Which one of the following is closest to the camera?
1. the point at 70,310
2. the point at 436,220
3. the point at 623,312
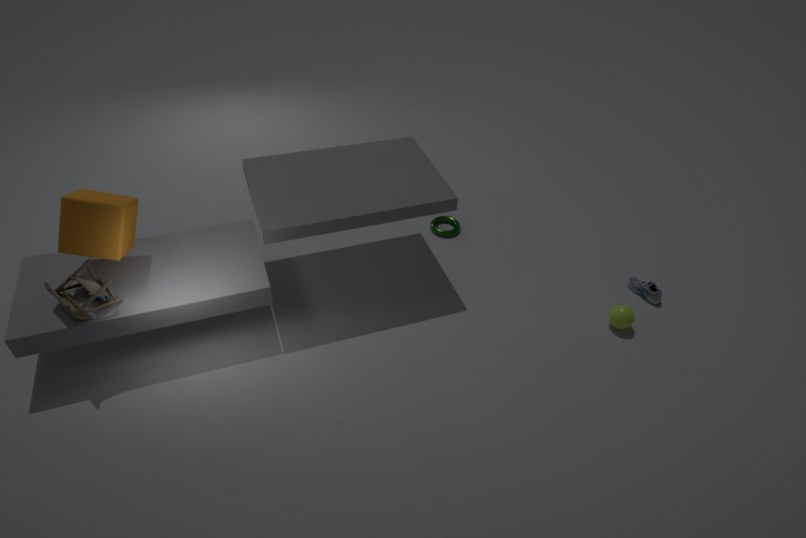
the point at 70,310
